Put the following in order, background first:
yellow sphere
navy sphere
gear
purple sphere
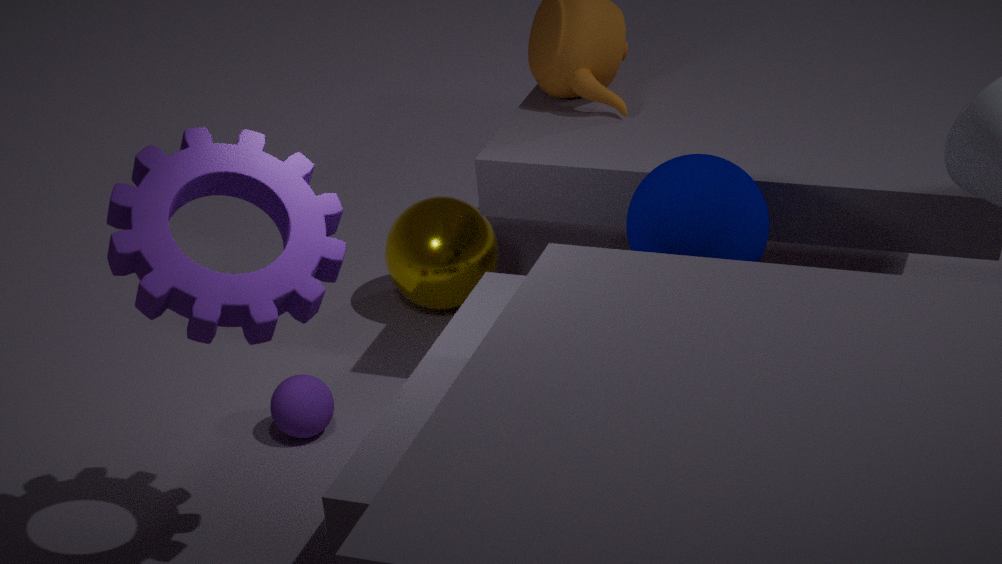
yellow sphere < purple sphere < navy sphere < gear
